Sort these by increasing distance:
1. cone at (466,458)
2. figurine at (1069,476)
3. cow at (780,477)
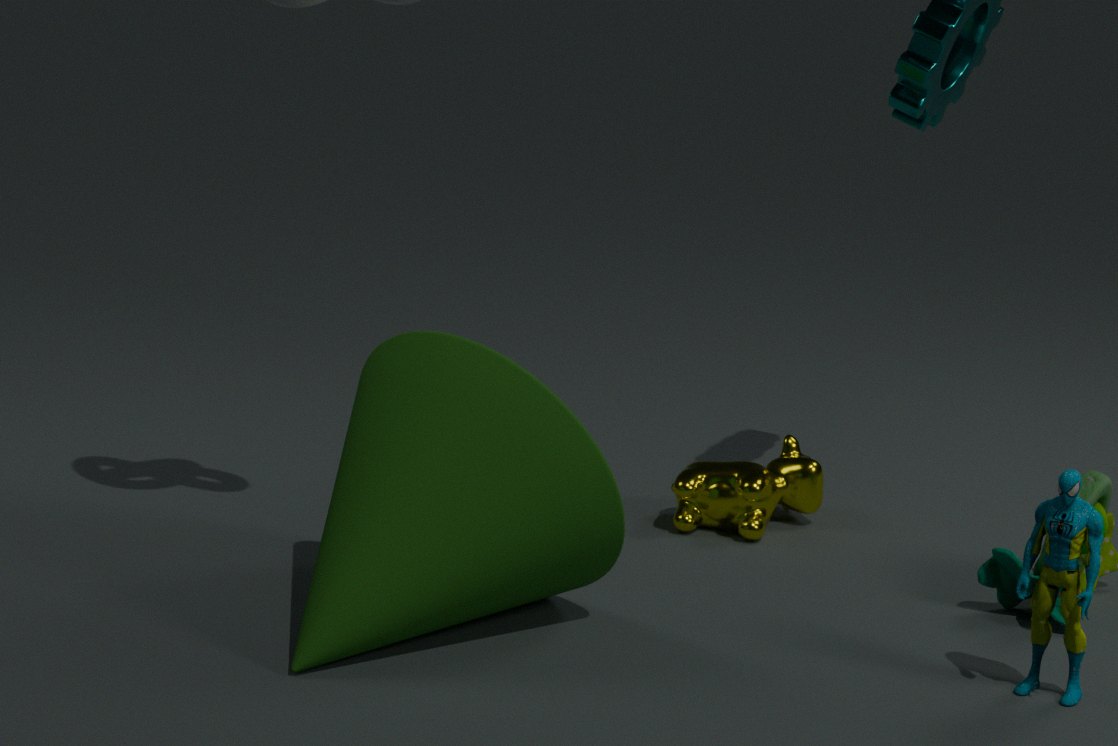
figurine at (1069,476) → cone at (466,458) → cow at (780,477)
